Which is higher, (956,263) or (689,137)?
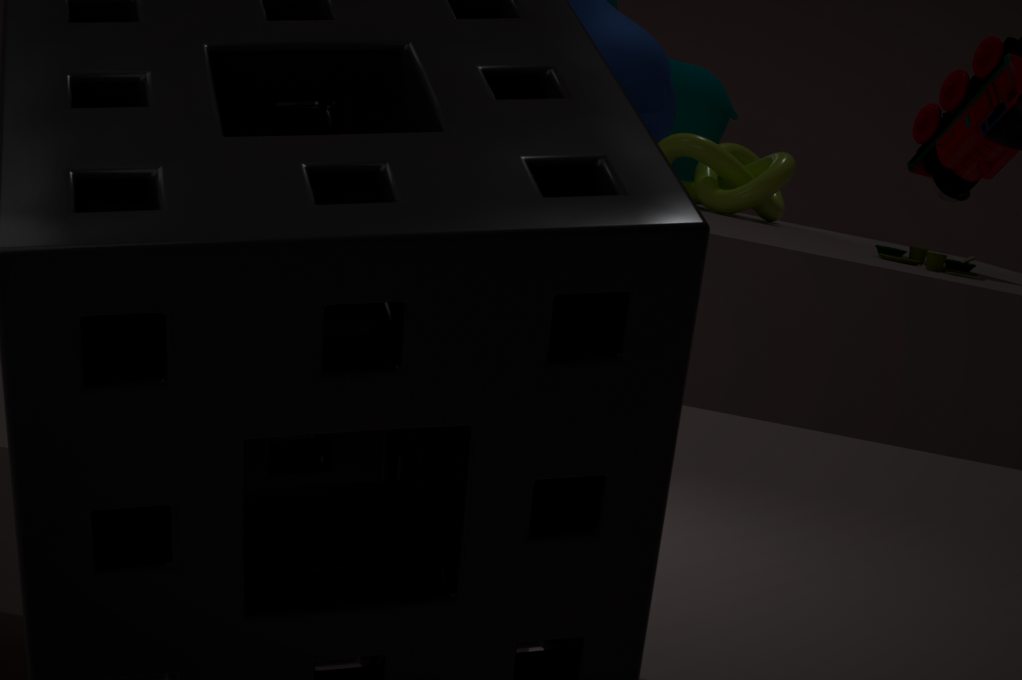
(689,137)
